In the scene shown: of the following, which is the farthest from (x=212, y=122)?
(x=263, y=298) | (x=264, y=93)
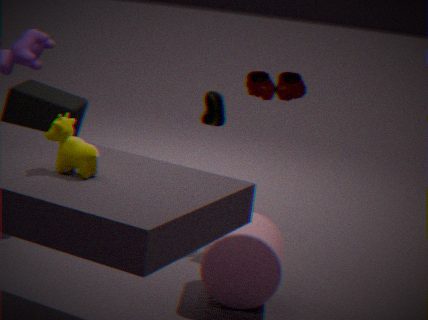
(x=263, y=298)
